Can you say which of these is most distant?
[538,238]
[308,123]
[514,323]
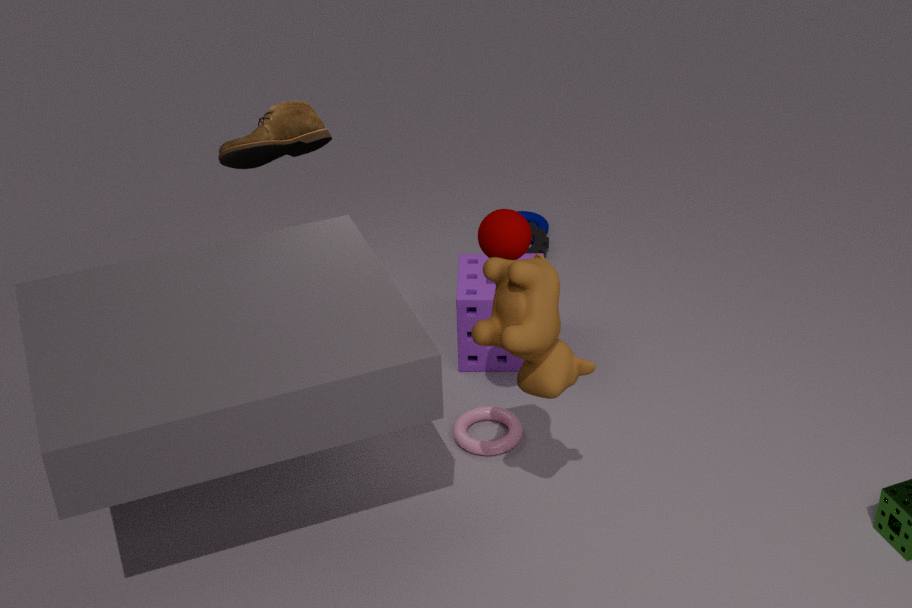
[538,238]
